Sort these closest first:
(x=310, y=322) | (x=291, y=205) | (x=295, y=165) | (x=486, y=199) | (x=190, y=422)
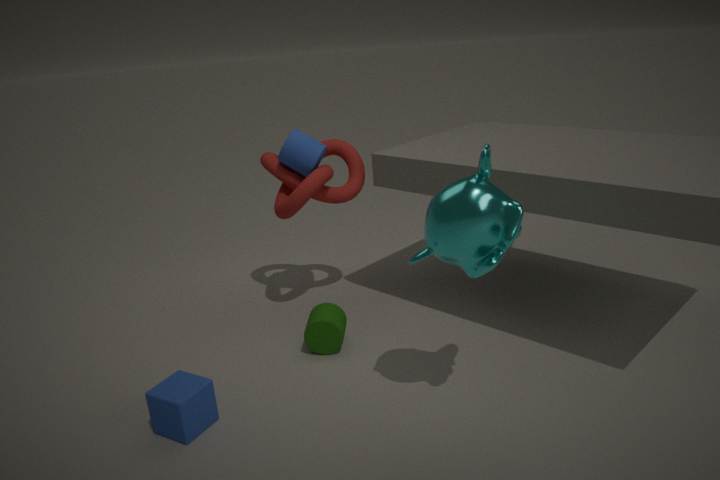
(x=486, y=199), (x=190, y=422), (x=310, y=322), (x=291, y=205), (x=295, y=165)
